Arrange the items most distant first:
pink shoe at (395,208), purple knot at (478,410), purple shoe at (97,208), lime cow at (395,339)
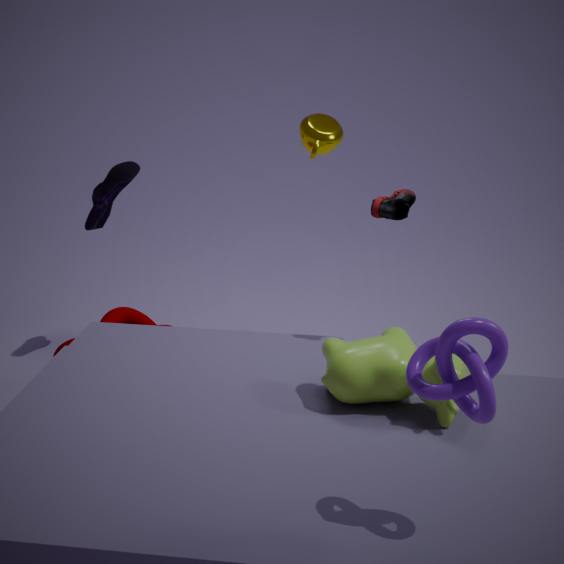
1. purple shoe at (97,208)
2. pink shoe at (395,208)
3. lime cow at (395,339)
4. purple knot at (478,410)
